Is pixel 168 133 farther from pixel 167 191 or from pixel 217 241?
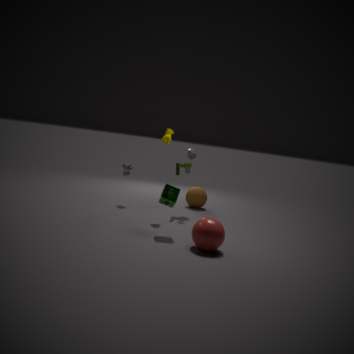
pixel 217 241
